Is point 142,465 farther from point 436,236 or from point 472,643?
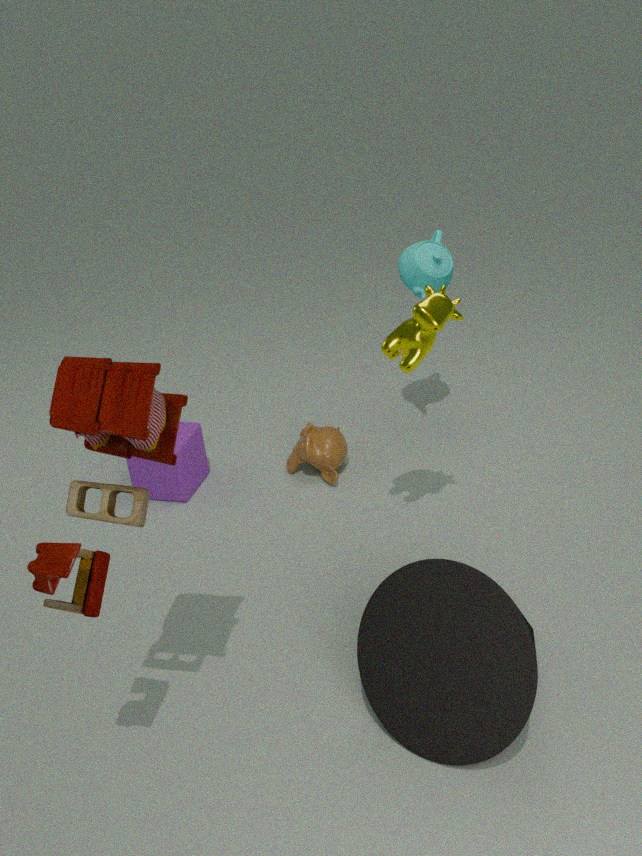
point 472,643
